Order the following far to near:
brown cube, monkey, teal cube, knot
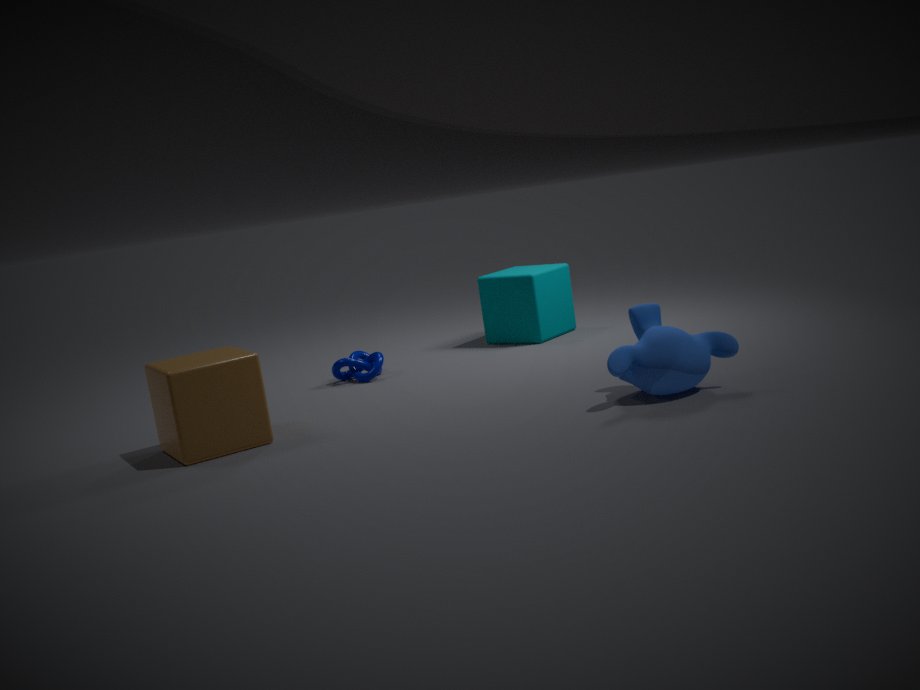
teal cube, knot, brown cube, monkey
